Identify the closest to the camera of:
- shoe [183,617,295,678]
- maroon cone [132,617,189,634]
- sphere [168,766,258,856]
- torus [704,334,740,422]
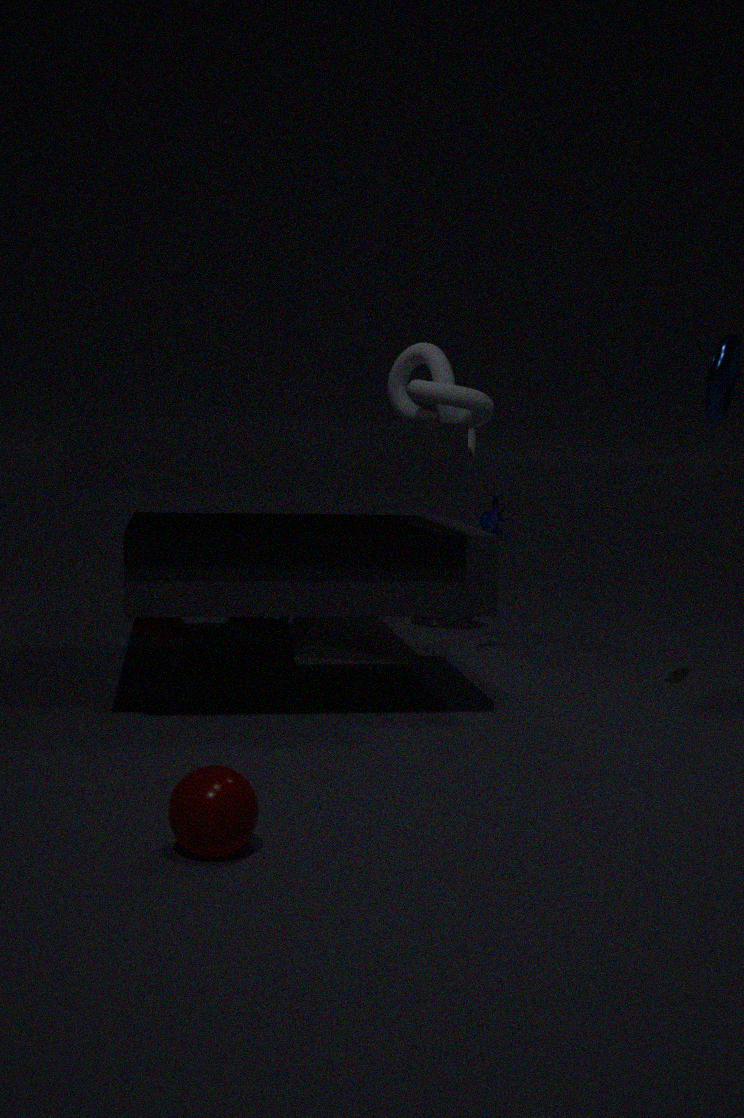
sphere [168,766,258,856]
